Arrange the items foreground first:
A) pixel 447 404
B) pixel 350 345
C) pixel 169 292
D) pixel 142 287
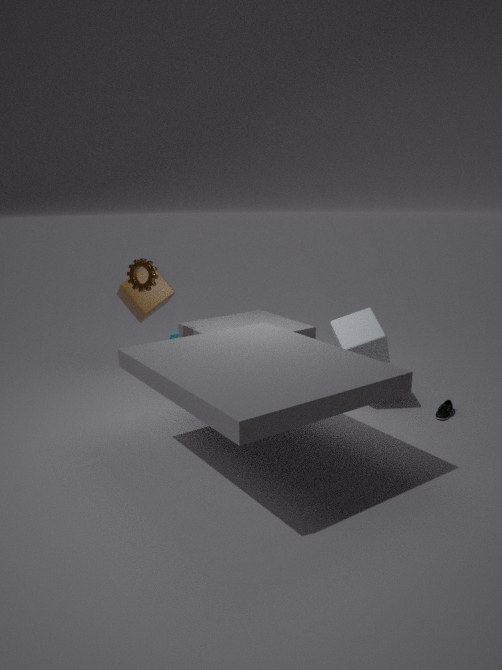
pixel 350 345 < pixel 142 287 < pixel 447 404 < pixel 169 292
